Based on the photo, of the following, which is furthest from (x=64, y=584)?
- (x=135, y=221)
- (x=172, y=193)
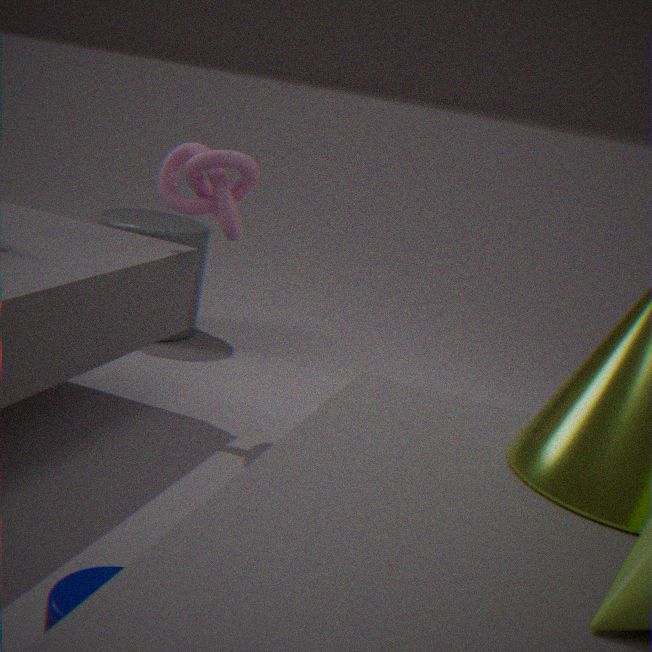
(x=135, y=221)
